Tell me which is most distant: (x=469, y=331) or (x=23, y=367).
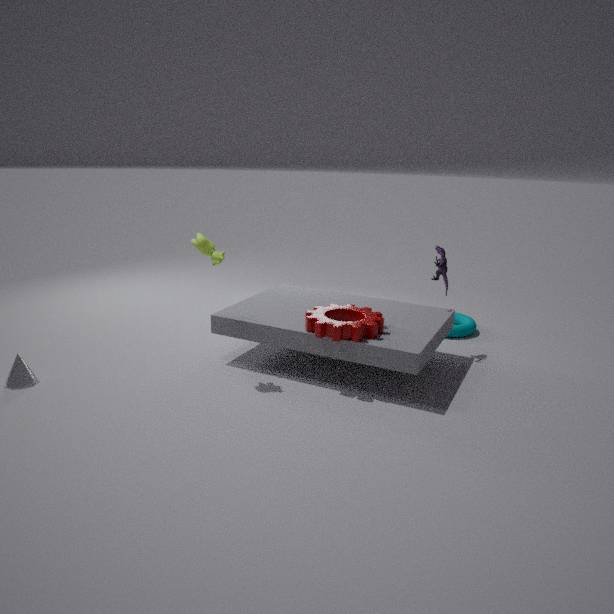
(x=469, y=331)
